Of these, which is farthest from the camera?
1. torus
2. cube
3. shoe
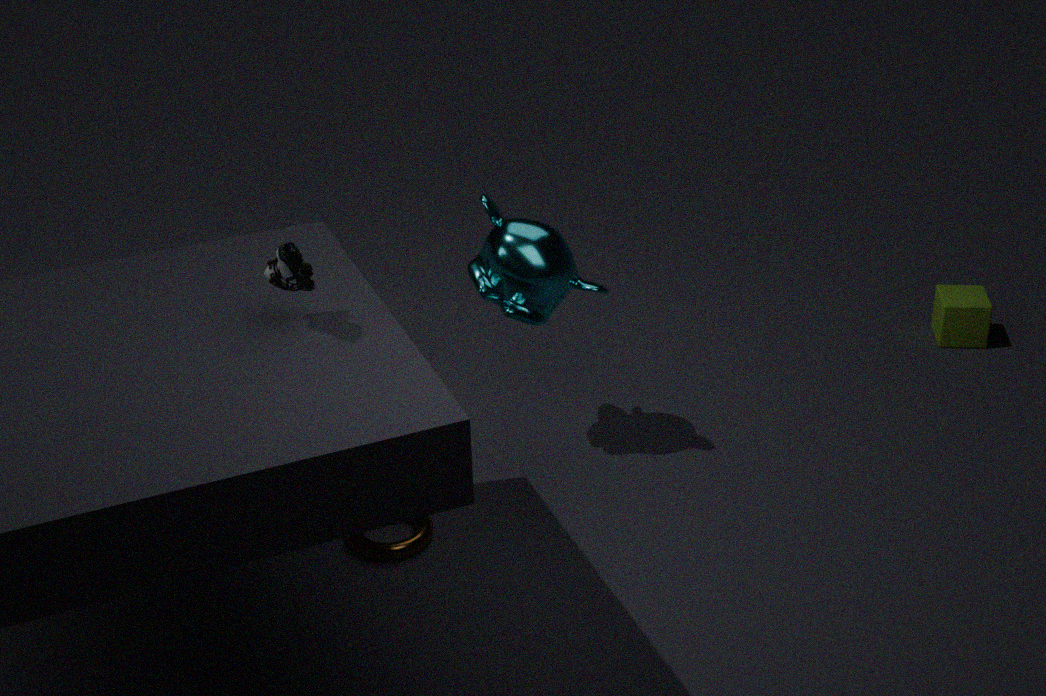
cube
